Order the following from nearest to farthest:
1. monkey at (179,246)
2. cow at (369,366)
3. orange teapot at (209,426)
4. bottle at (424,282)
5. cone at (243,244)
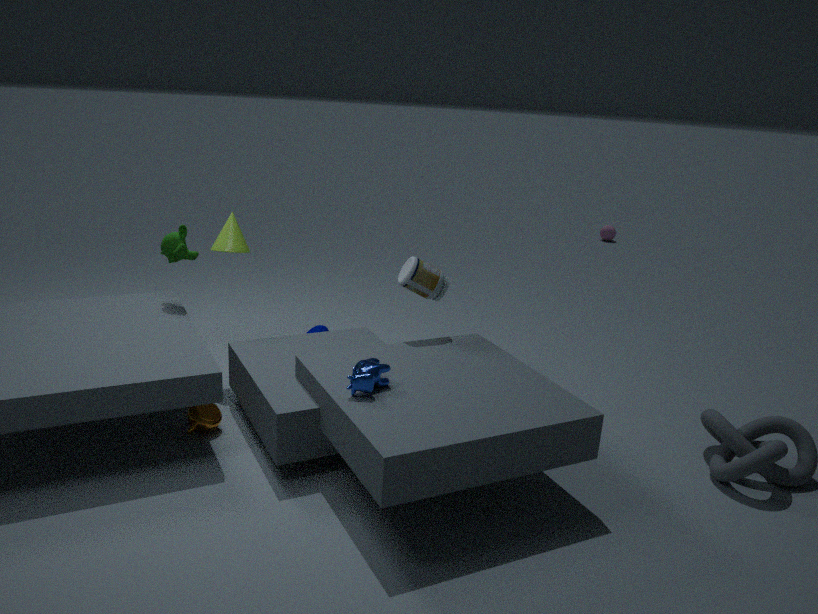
cow at (369,366), orange teapot at (209,426), bottle at (424,282), monkey at (179,246), cone at (243,244)
